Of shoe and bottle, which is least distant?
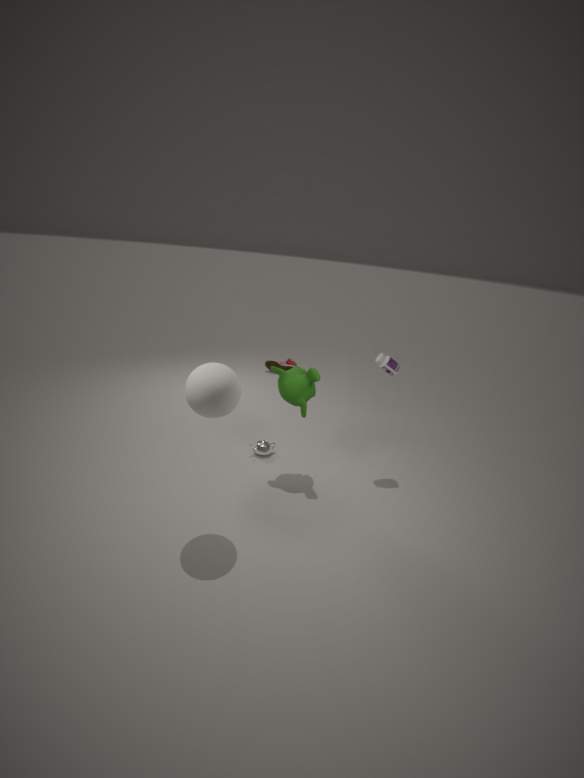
bottle
